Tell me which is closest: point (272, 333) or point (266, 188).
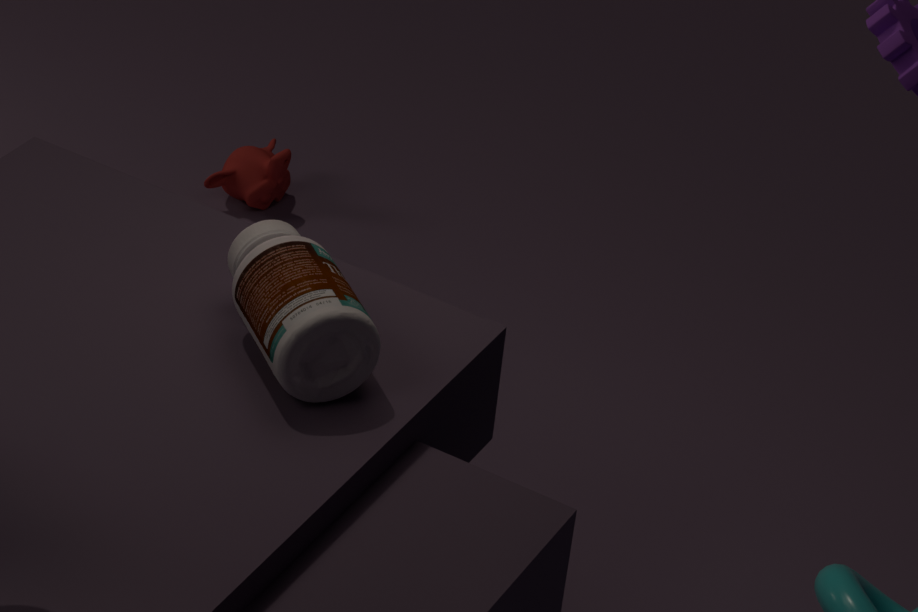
point (272, 333)
